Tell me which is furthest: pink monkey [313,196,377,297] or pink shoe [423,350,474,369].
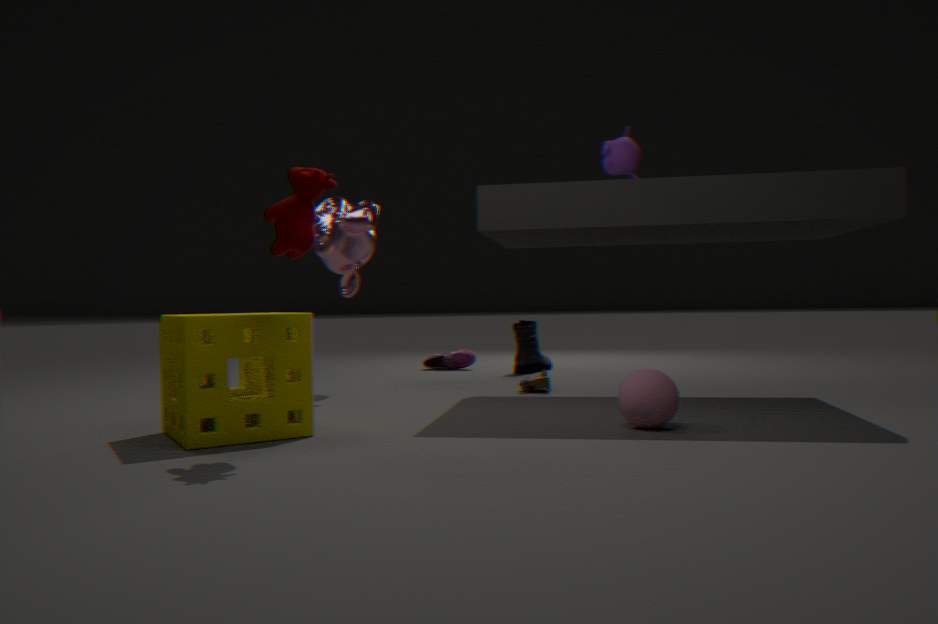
pink shoe [423,350,474,369]
